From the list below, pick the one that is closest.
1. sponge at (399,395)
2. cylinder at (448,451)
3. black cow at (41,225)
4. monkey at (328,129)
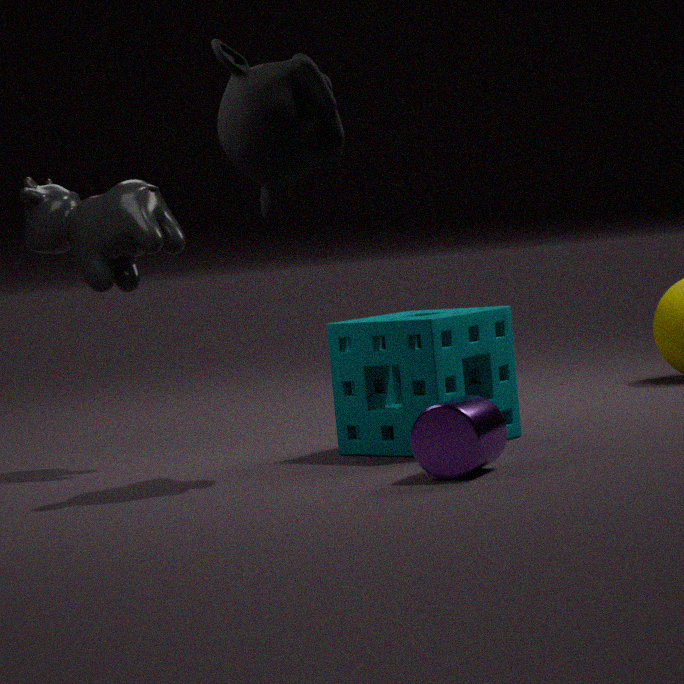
cylinder at (448,451)
